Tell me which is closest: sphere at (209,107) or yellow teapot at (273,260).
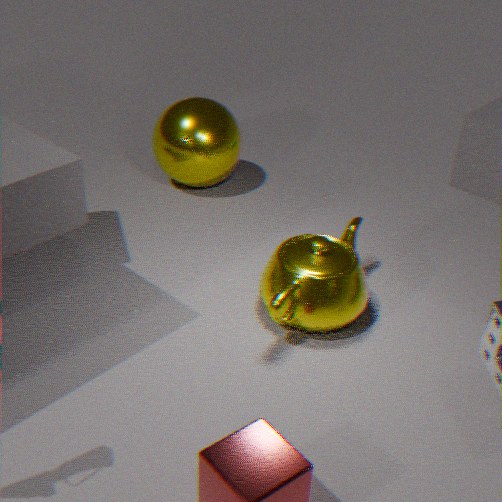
yellow teapot at (273,260)
